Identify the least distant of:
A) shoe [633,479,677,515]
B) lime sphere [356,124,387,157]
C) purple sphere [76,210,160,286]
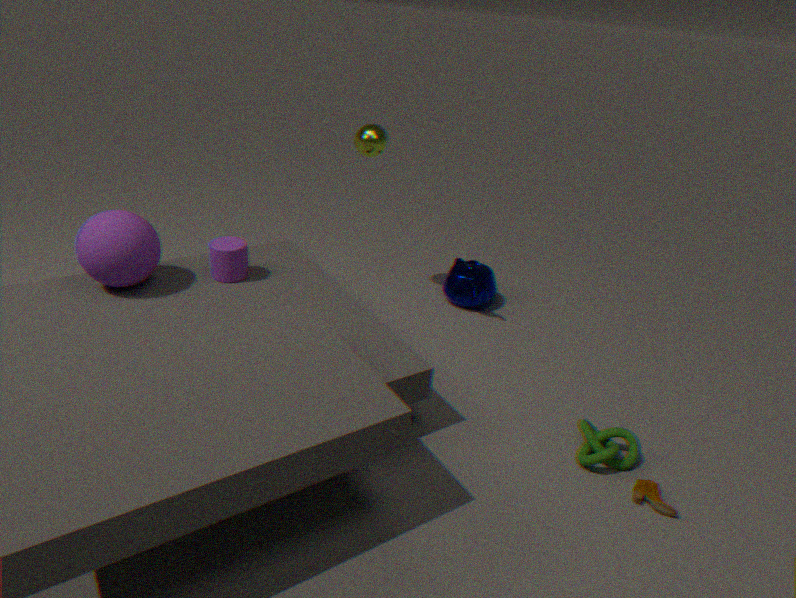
shoe [633,479,677,515]
